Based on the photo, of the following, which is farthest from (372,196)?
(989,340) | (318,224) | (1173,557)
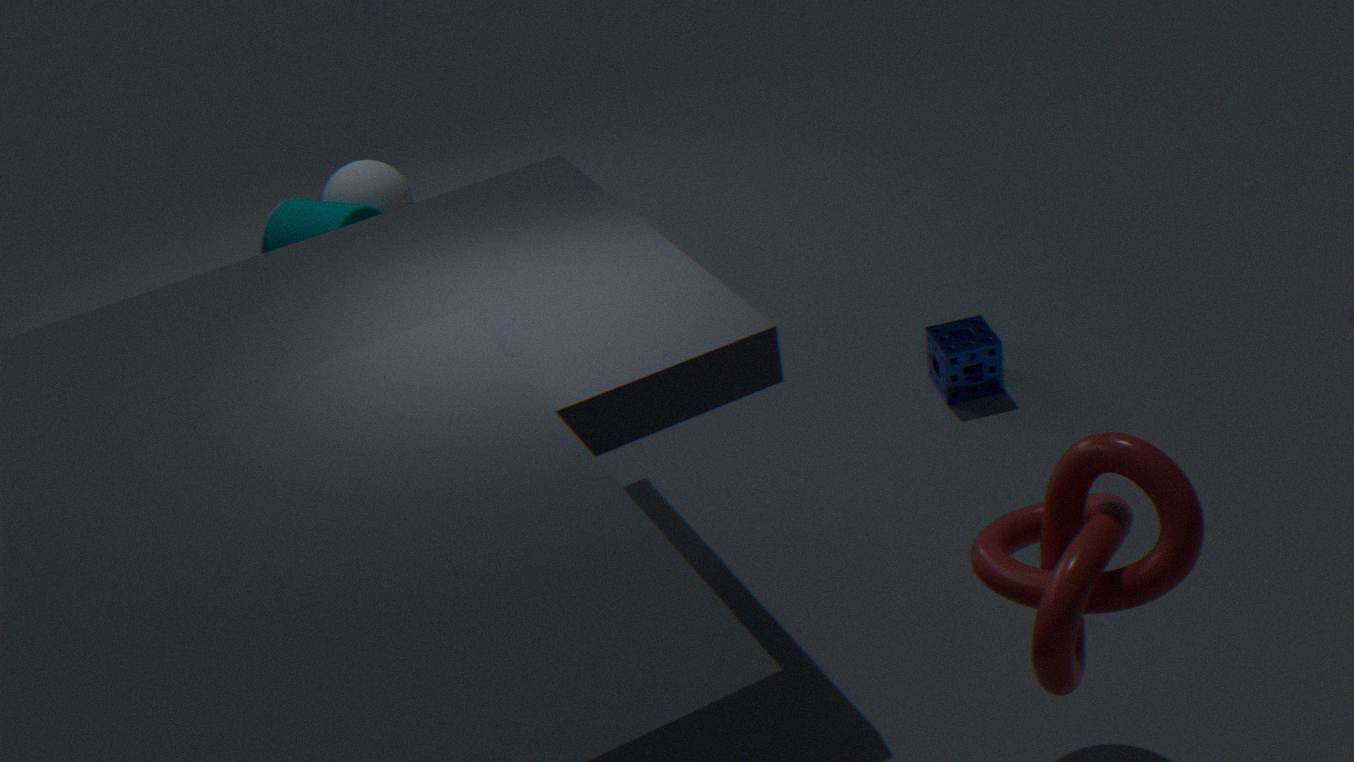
(1173,557)
